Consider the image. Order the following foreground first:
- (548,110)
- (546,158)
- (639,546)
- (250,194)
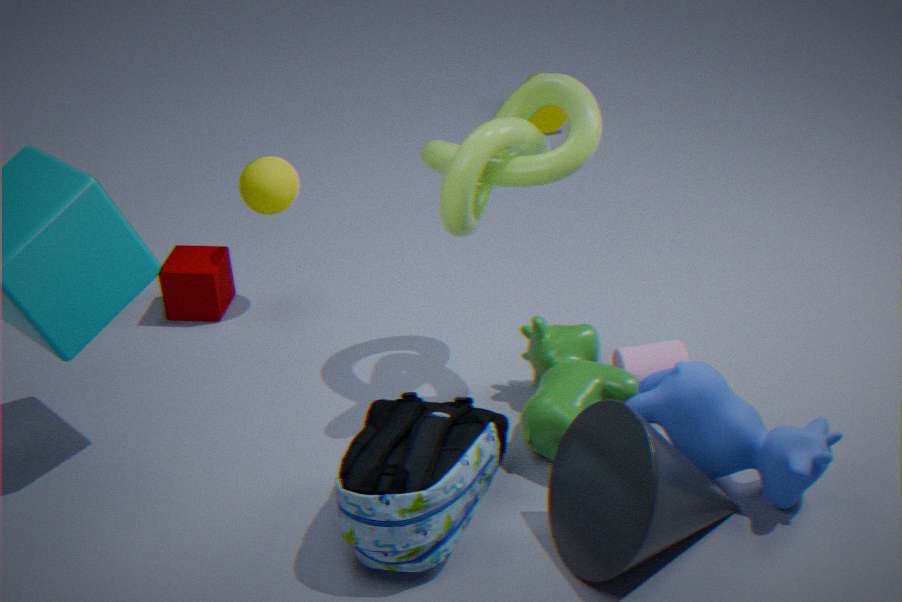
(639,546)
(546,158)
(250,194)
(548,110)
